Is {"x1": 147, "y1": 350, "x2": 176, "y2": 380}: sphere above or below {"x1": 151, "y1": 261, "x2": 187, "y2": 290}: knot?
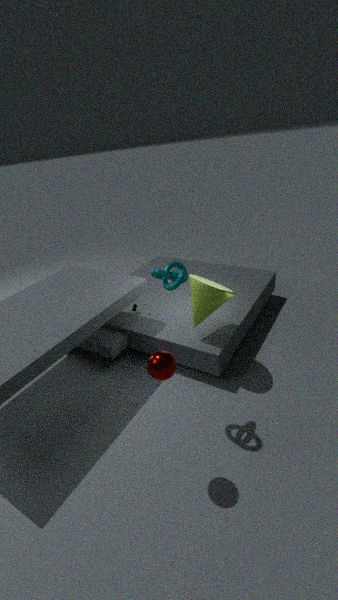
below
